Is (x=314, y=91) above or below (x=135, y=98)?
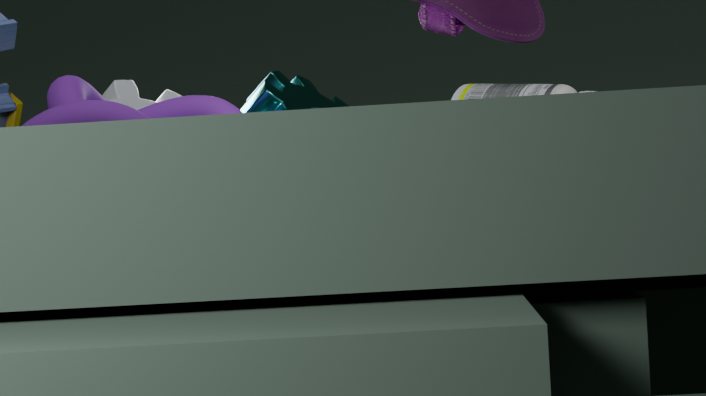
above
